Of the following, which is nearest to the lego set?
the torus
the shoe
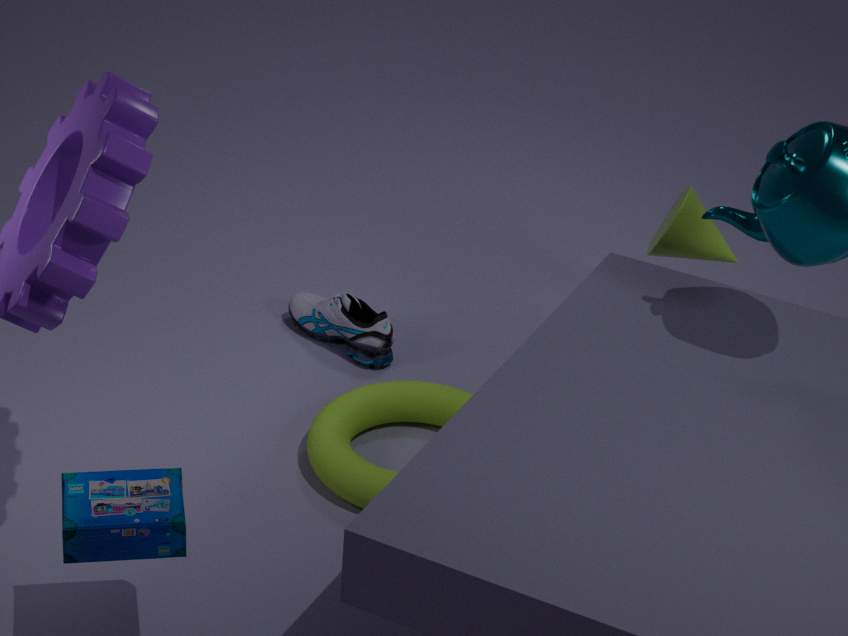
the torus
